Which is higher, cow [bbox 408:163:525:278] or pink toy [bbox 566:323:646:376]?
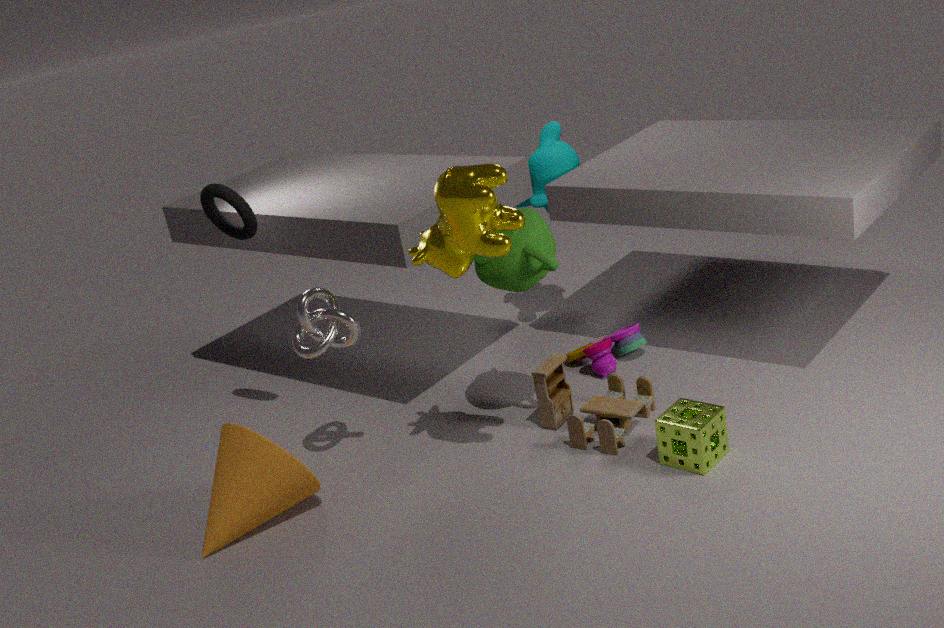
cow [bbox 408:163:525:278]
